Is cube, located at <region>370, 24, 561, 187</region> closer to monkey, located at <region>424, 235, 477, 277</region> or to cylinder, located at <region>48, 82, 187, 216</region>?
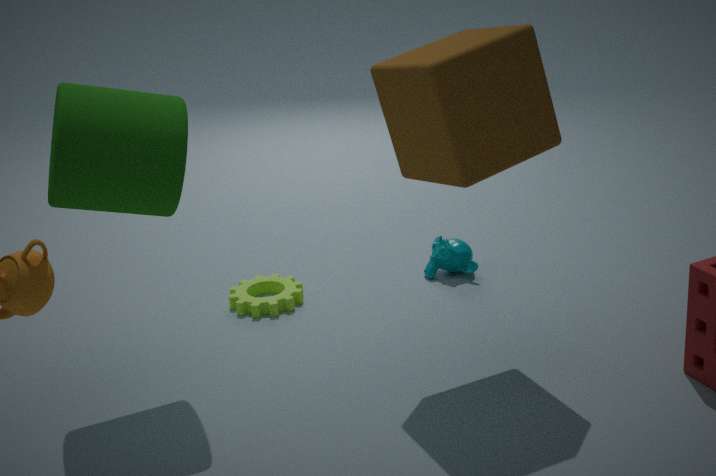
cylinder, located at <region>48, 82, 187, 216</region>
